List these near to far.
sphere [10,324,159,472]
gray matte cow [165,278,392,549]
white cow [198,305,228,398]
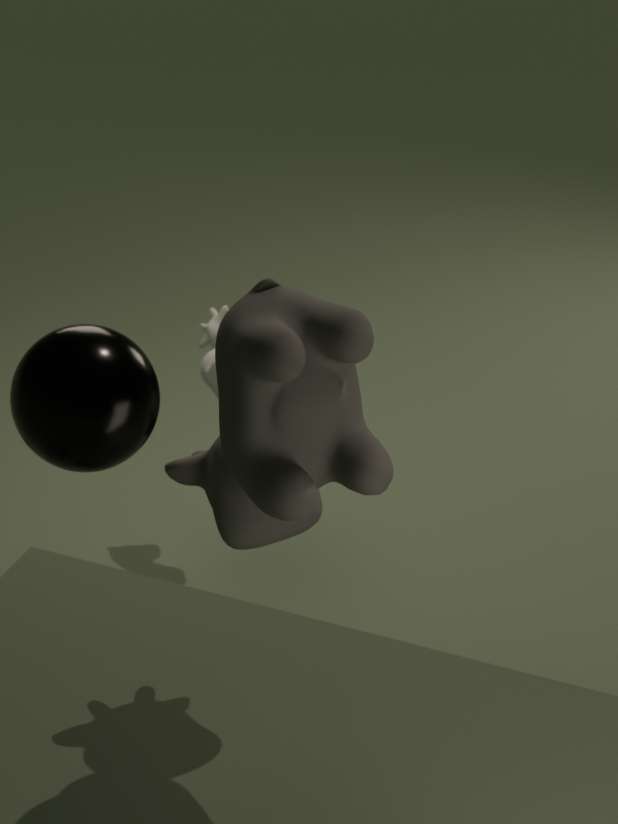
sphere [10,324,159,472] < gray matte cow [165,278,392,549] < white cow [198,305,228,398]
